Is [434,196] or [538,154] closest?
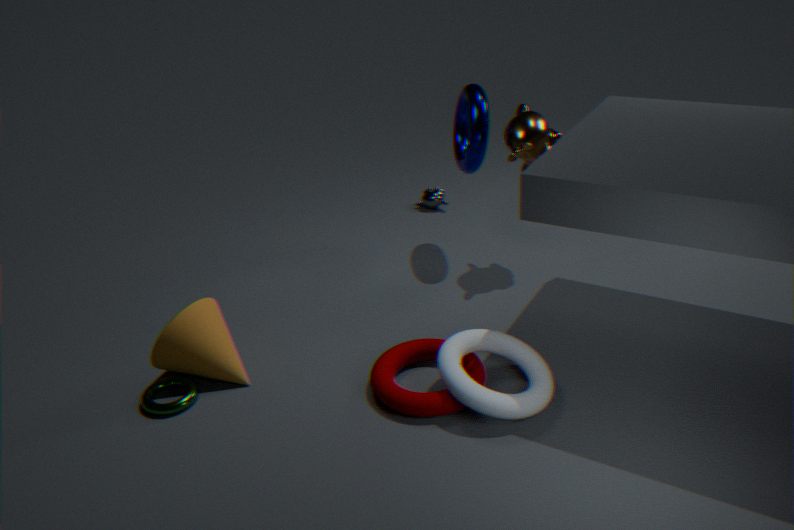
[538,154]
